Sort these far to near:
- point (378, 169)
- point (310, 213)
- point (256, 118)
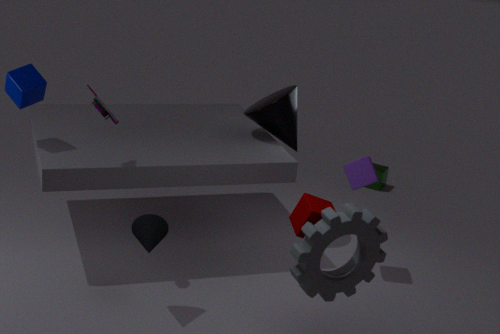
point (378, 169) < point (256, 118) < point (310, 213)
